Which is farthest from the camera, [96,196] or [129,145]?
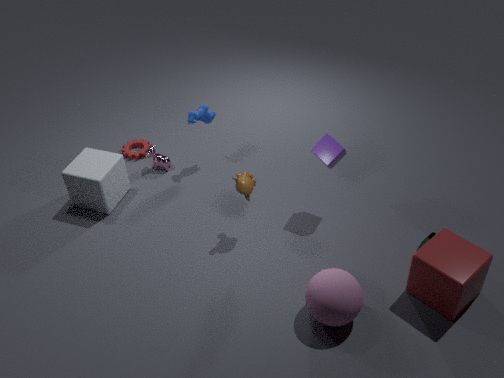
[129,145]
